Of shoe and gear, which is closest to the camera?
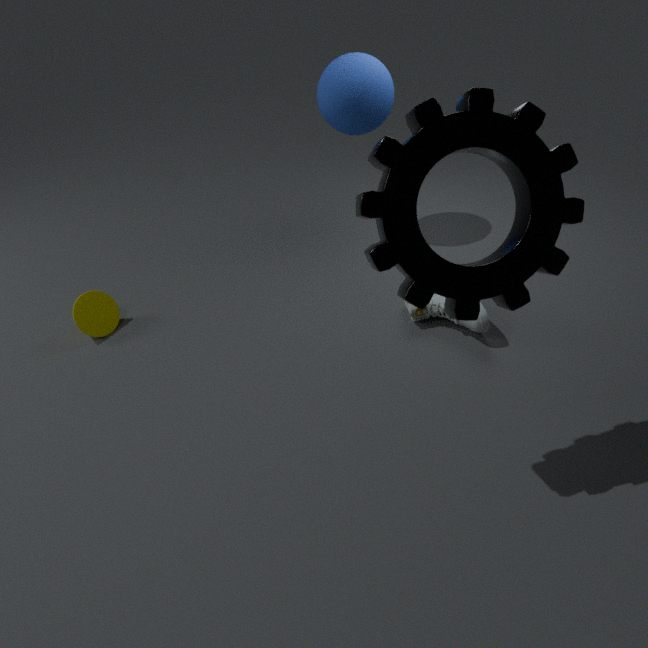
gear
